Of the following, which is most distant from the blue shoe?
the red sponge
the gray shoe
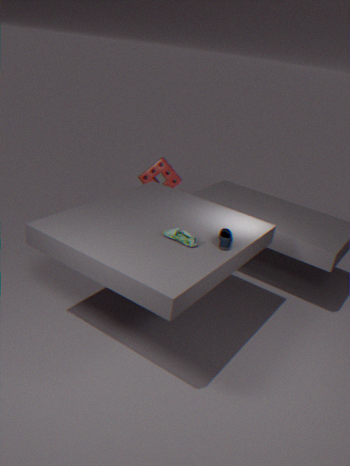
the red sponge
